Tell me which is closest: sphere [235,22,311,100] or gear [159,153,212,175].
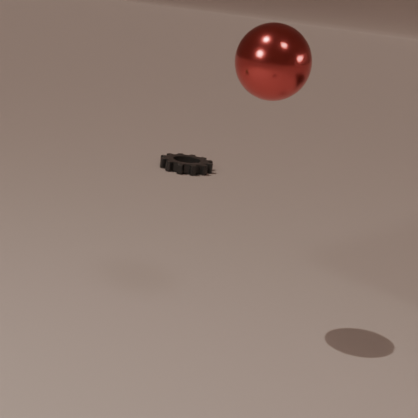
sphere [235,22,311,100]
